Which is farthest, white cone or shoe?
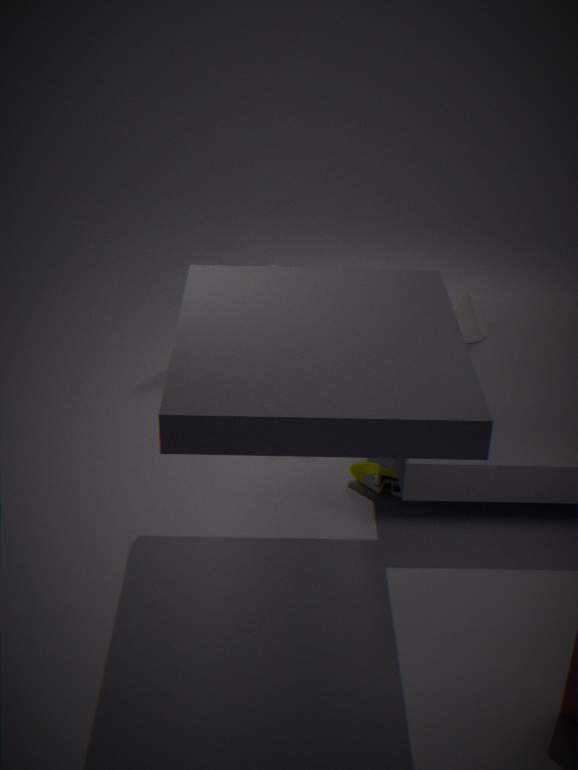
white cone
